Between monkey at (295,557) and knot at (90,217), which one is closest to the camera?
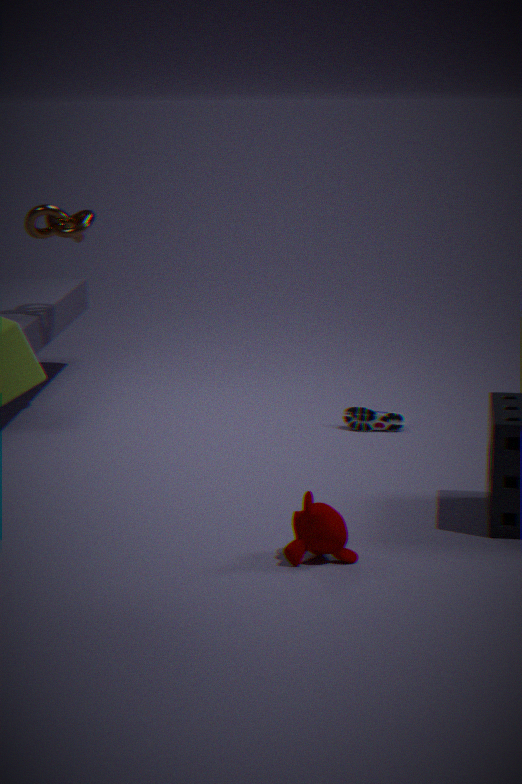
monkey at (295,557)
